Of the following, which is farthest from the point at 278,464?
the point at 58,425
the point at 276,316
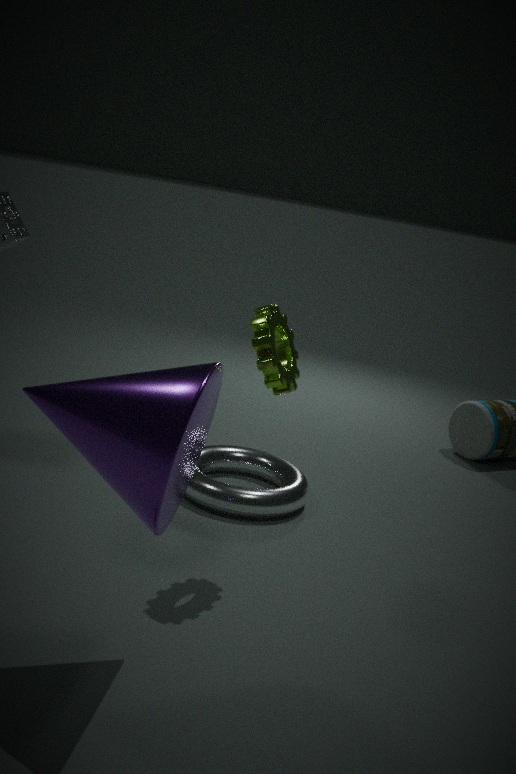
the point at 58,425
